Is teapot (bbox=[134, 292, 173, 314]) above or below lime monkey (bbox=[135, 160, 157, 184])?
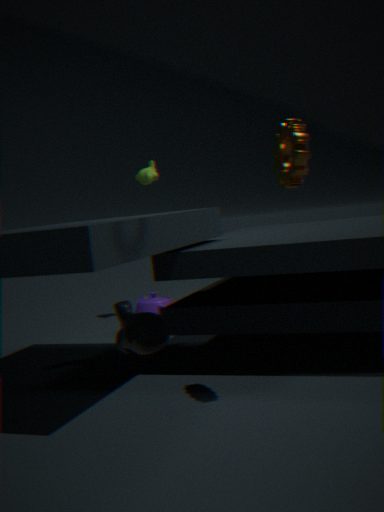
below
